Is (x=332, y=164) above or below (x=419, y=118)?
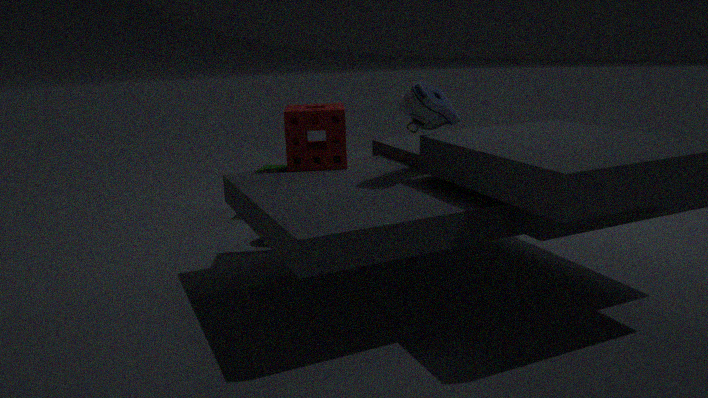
below
